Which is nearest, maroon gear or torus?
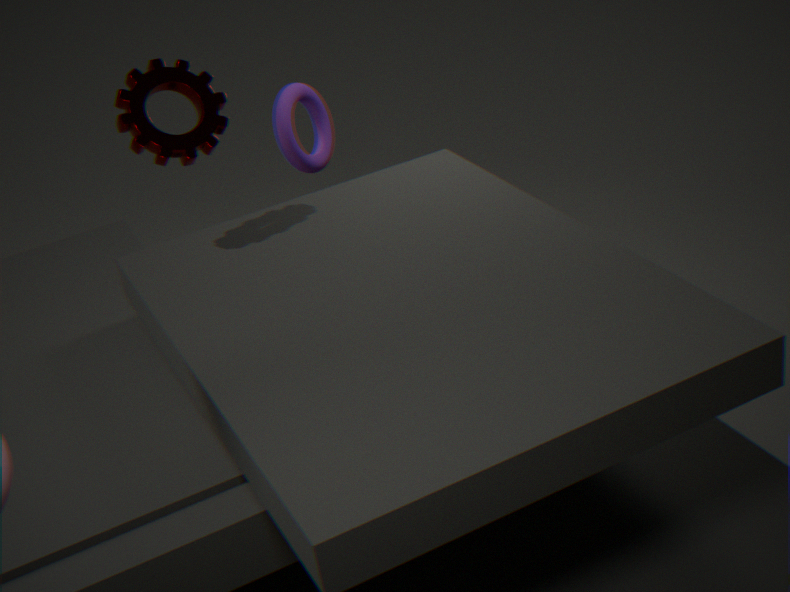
maroon gear
